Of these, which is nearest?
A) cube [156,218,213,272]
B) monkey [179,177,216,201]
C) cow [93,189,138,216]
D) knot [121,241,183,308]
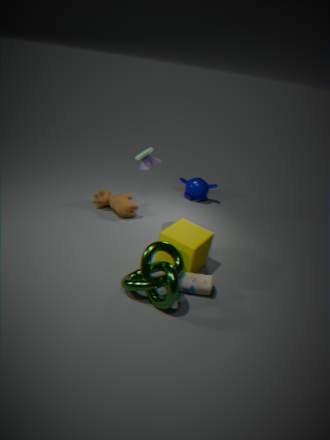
knot [121,241,183,308]
